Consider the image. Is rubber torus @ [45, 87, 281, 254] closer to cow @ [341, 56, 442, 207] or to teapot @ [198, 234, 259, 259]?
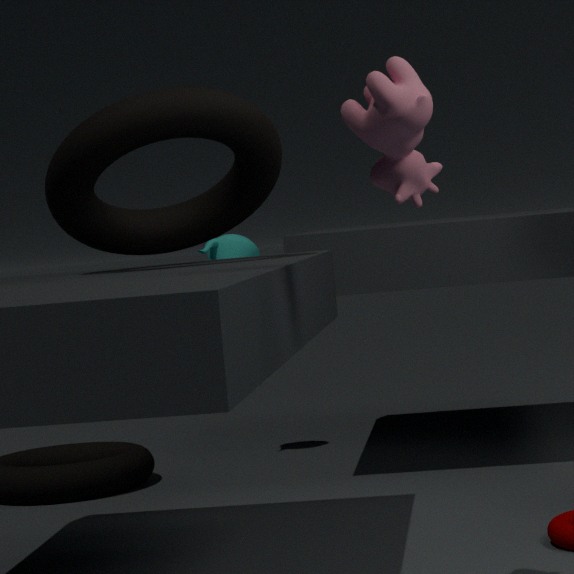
Result: cow @ [341, 56, 442, 207]
